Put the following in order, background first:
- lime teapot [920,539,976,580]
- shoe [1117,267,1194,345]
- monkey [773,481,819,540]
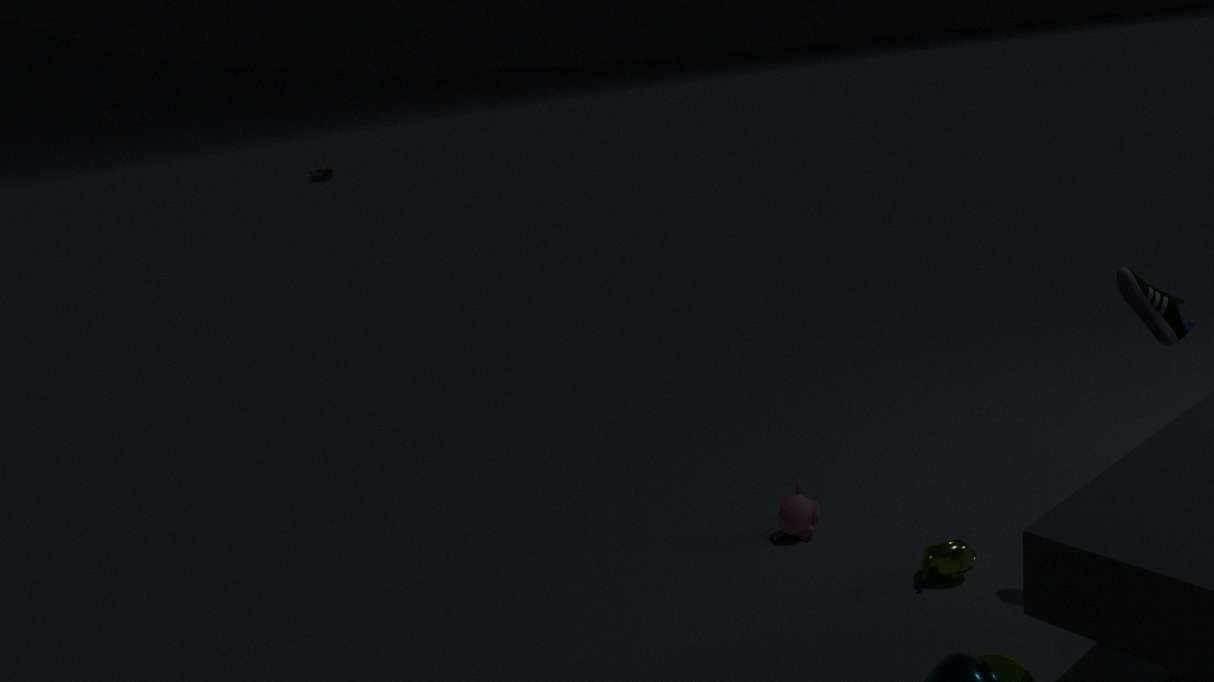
1. monkey [773,481,819,540]
2. lime teapot [920,539,976,580]
3. shoe [1117,267,1194,345]
